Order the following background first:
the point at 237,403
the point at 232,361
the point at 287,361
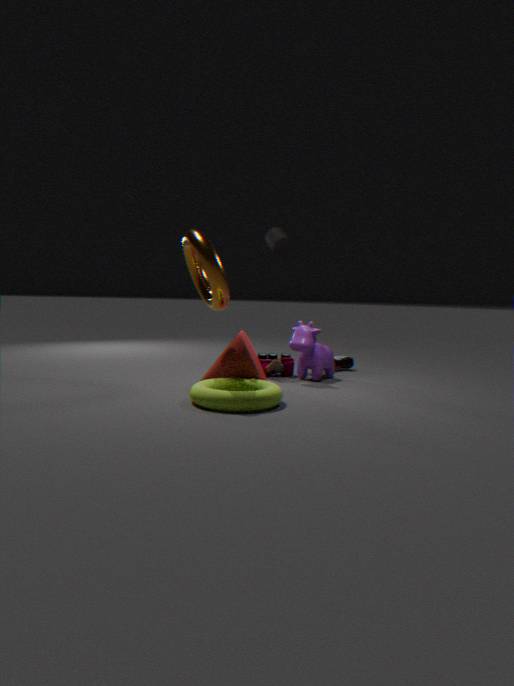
the point at 287,361, the point at 232,361, the point at 237,403
